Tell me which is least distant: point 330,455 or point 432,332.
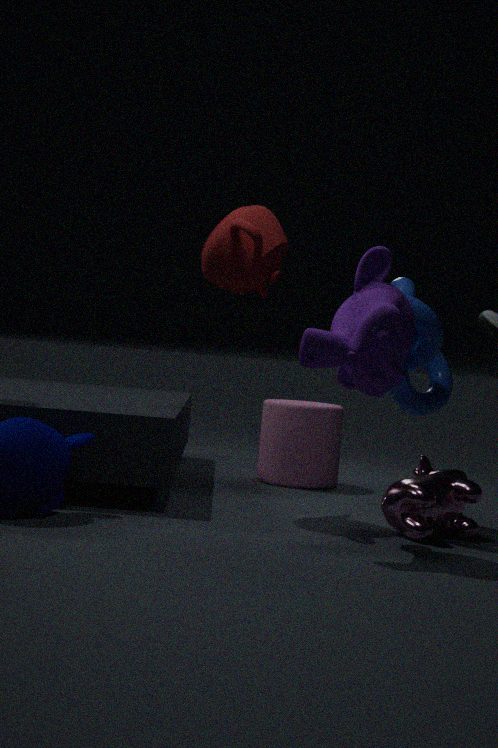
point 432,332
